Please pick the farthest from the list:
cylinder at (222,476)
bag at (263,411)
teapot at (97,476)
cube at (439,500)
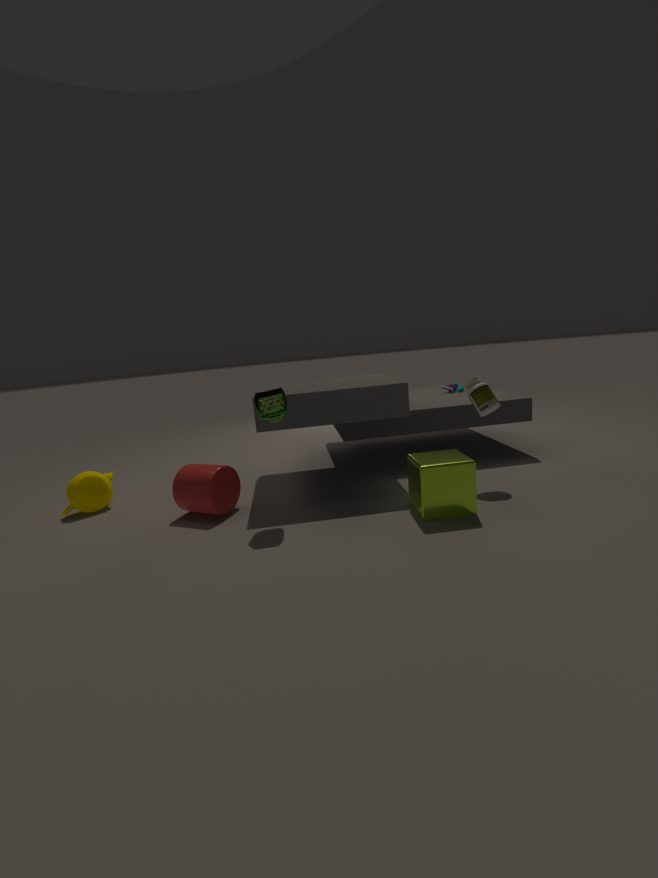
teapot at (97,476)
